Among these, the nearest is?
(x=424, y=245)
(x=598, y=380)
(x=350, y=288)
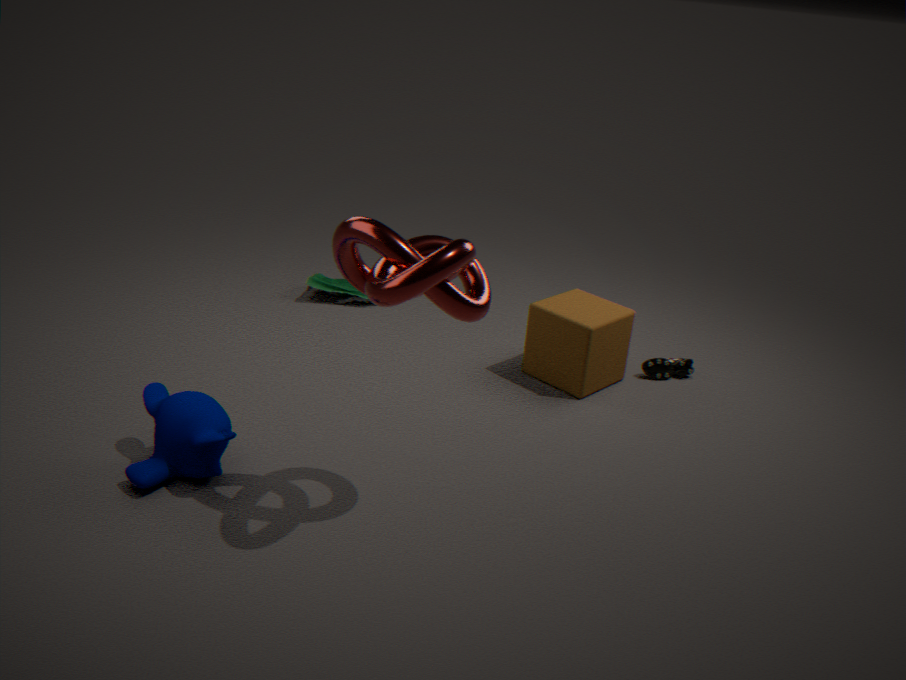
(x=424, y=245)
